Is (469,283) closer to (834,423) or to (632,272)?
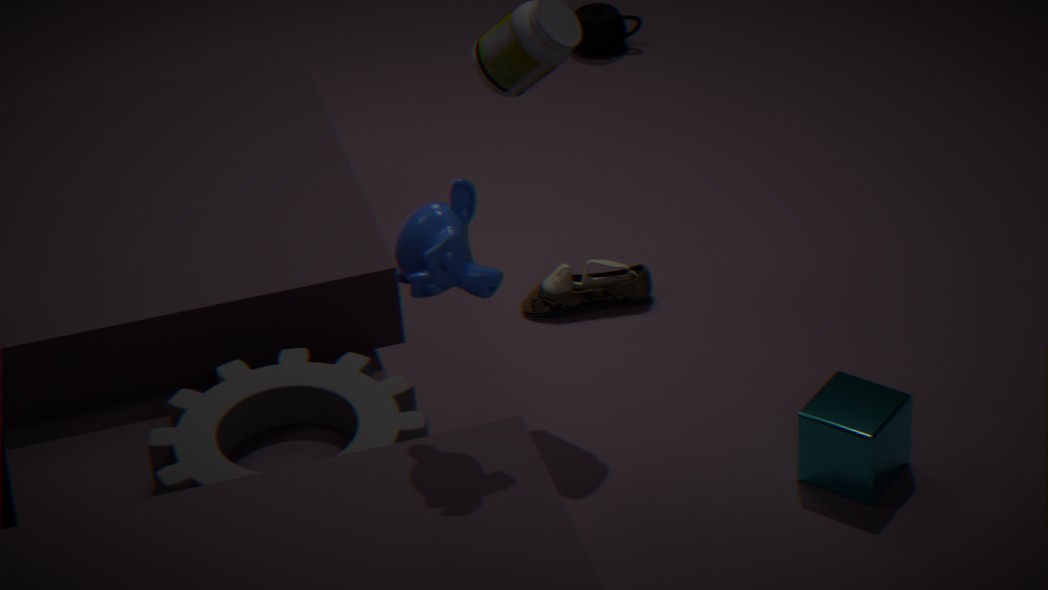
(834,423)
